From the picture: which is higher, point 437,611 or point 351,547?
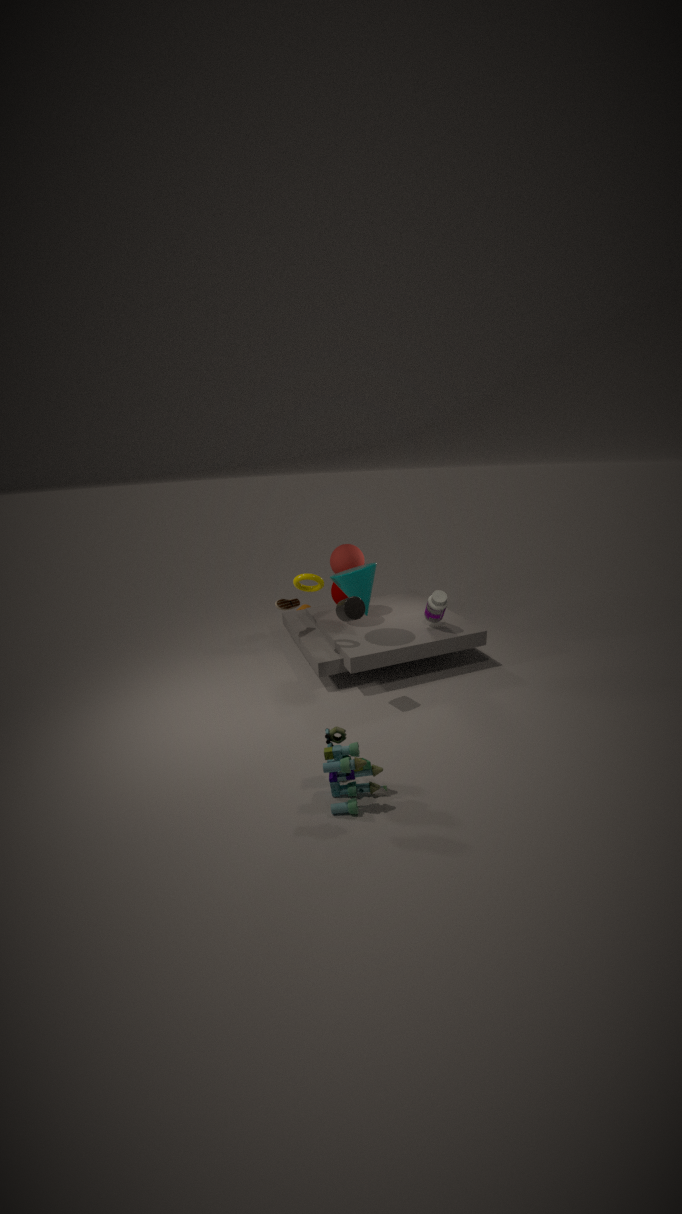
point 351,547
